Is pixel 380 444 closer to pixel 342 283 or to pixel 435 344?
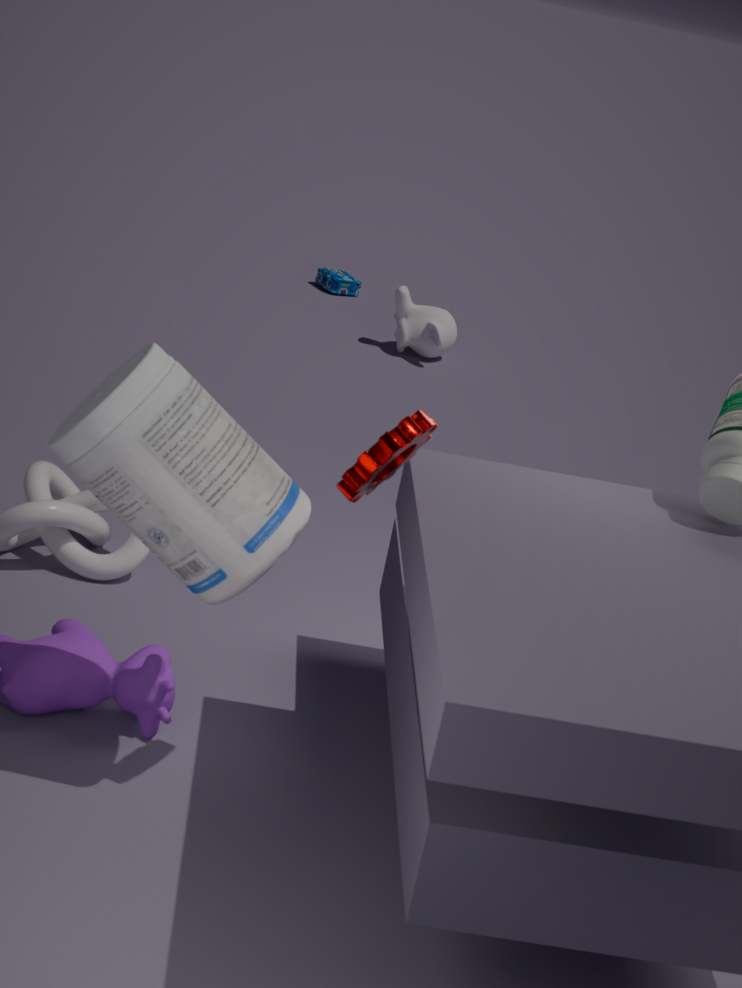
pixel 435 344
